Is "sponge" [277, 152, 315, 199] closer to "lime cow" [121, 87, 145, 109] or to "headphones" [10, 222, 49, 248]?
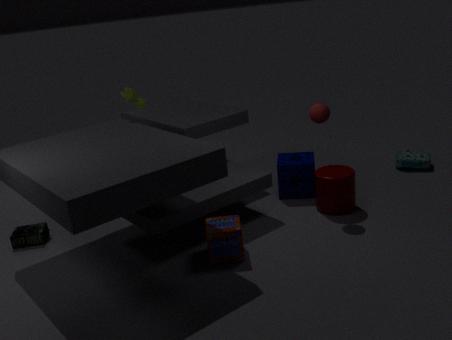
"lime cow" [121, 87, 145, 109]
